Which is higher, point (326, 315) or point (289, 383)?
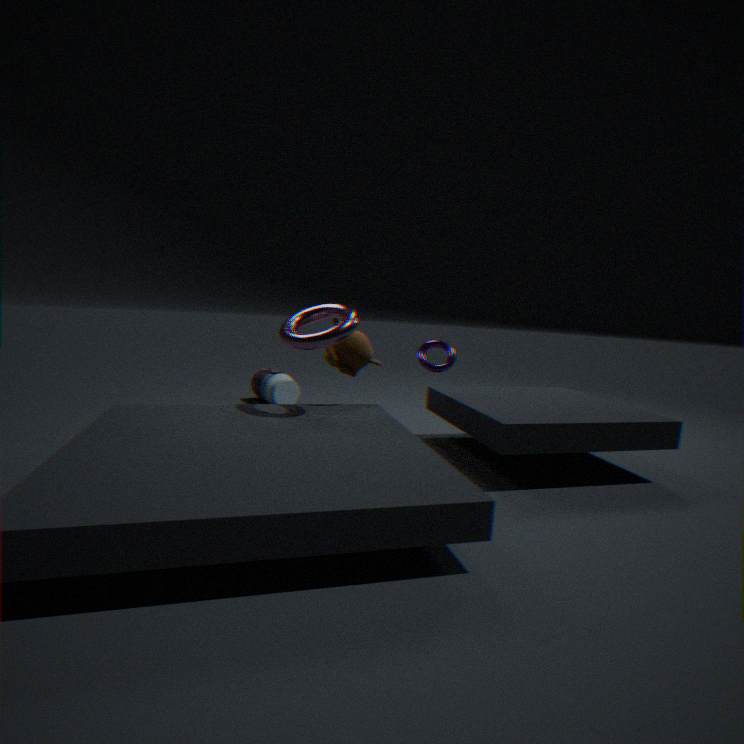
point (326, 315)
